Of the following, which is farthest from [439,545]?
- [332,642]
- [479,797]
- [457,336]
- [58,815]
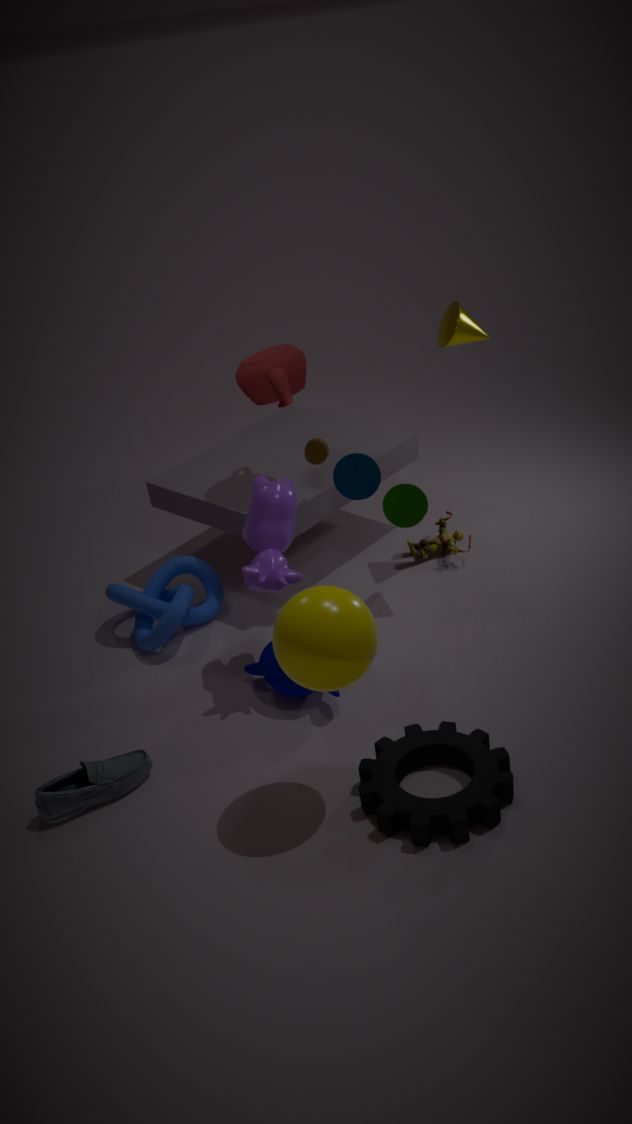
[58,815]
